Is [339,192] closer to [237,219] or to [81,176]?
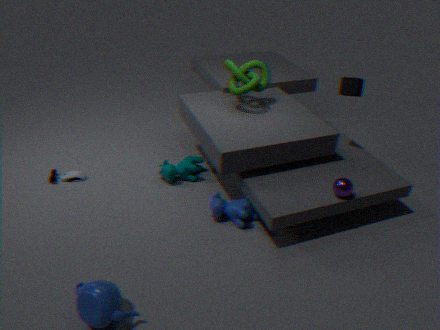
[237,219]
